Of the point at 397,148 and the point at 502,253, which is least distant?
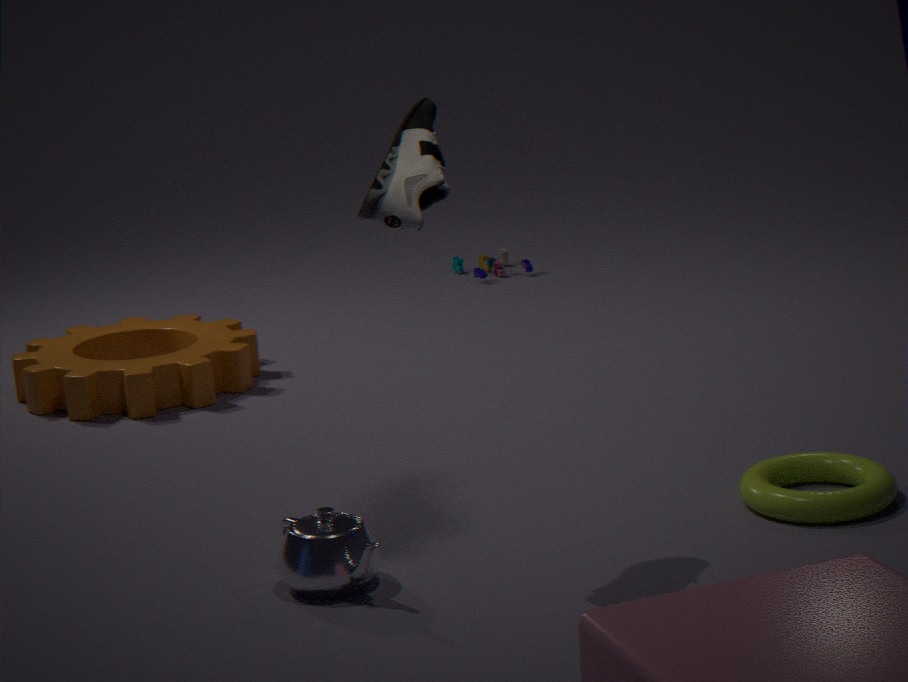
the point at 397,148
